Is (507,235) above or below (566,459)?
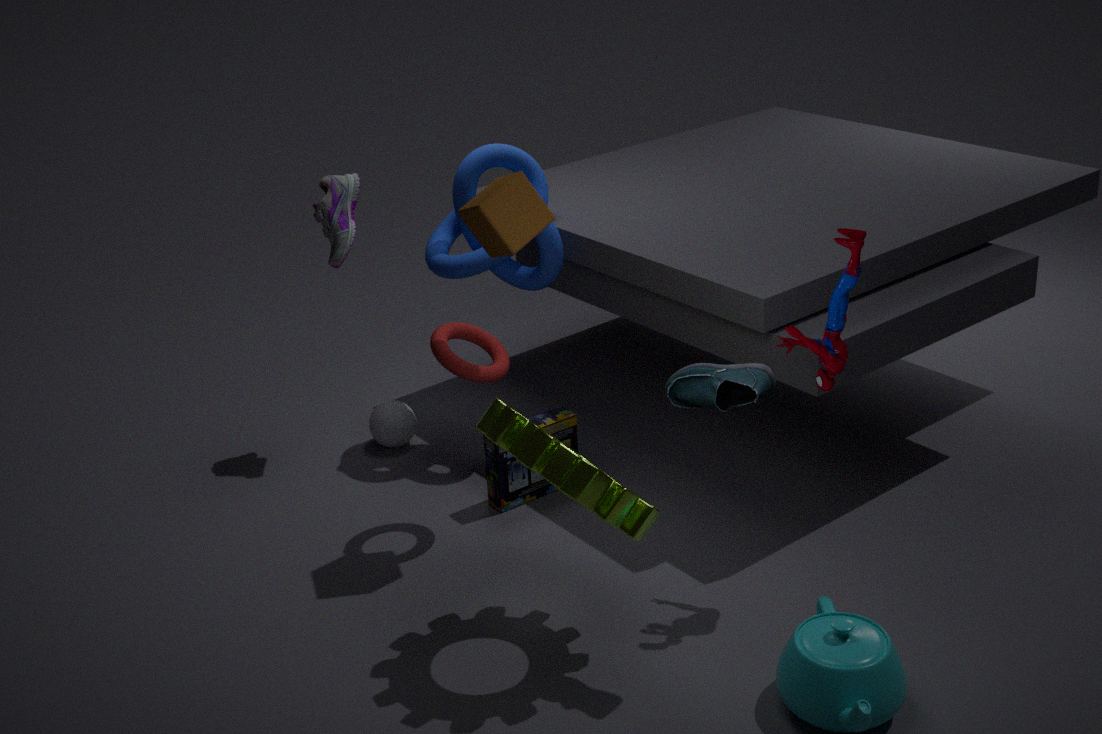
above
